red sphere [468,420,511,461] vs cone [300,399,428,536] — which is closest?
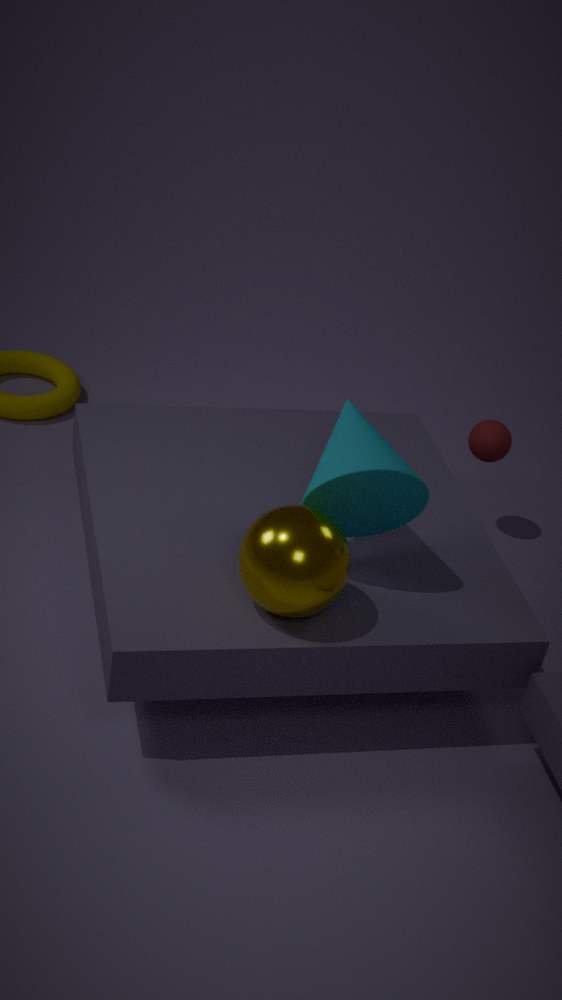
cone [300,399,428,536]
